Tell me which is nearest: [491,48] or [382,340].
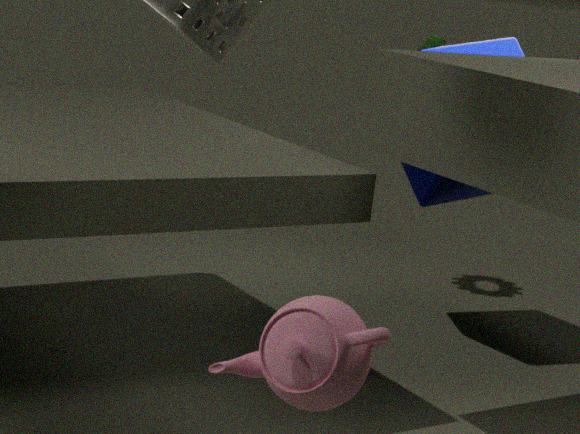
[382,340]
